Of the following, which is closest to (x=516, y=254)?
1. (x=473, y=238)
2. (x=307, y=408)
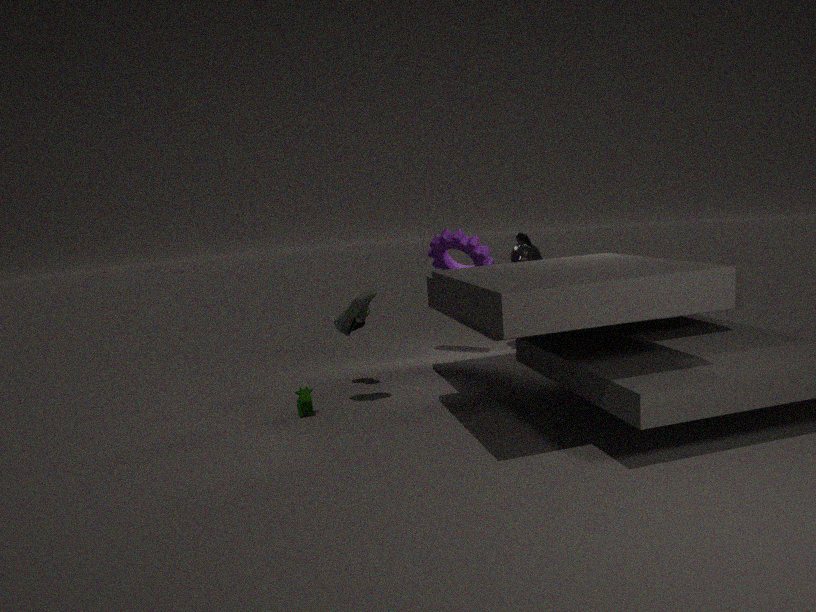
(x=473, y=238)
